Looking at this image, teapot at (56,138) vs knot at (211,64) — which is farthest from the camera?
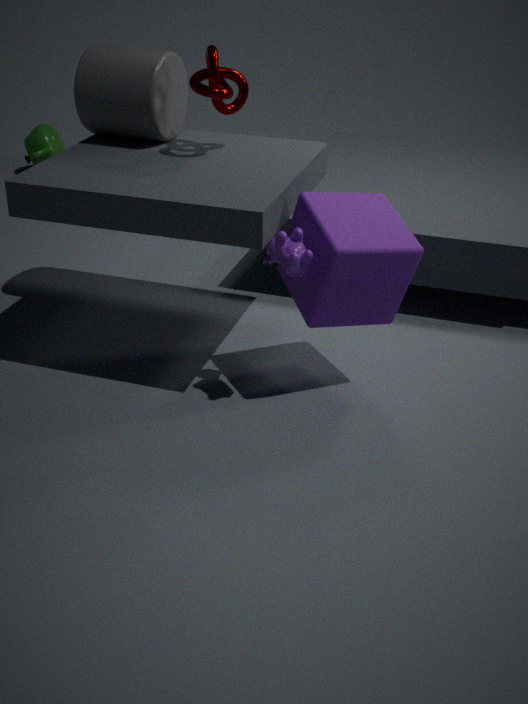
teapot at (56,138)
